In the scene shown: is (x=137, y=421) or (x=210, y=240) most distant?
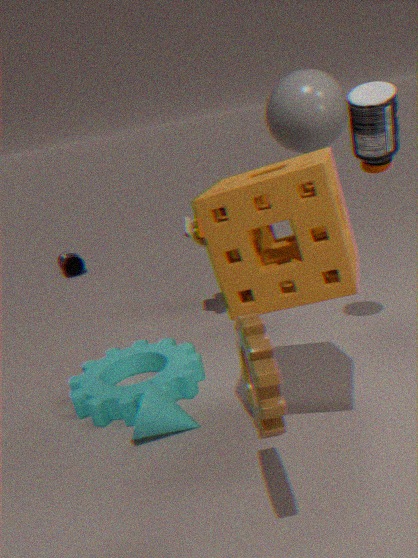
(x=137, y=421)
